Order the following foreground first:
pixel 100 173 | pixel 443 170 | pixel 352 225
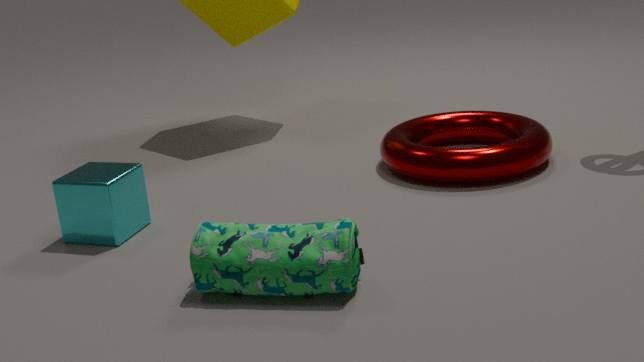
pixel 352 225 → pixel 100 173 → pixel 443 170
